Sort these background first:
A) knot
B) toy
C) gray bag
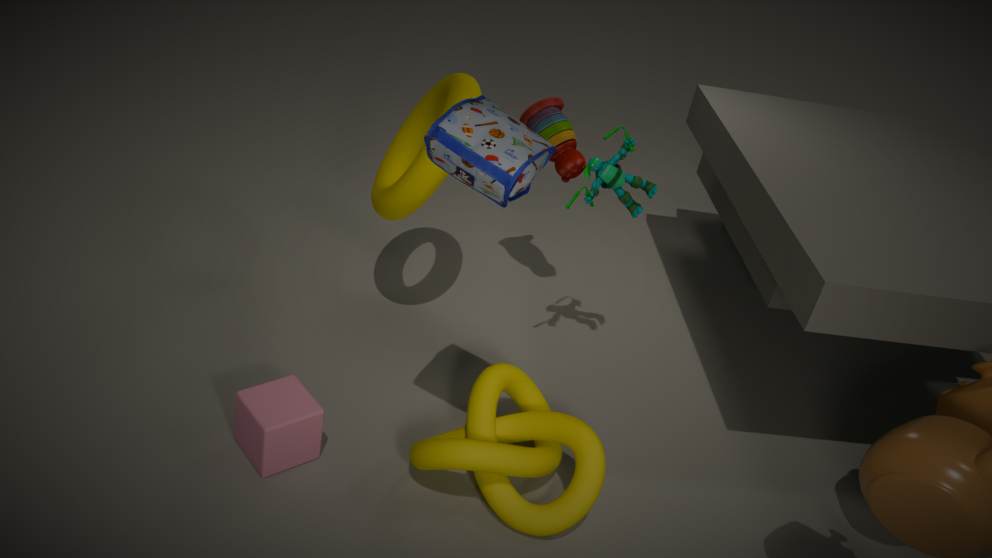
toy → knot → gray bag
